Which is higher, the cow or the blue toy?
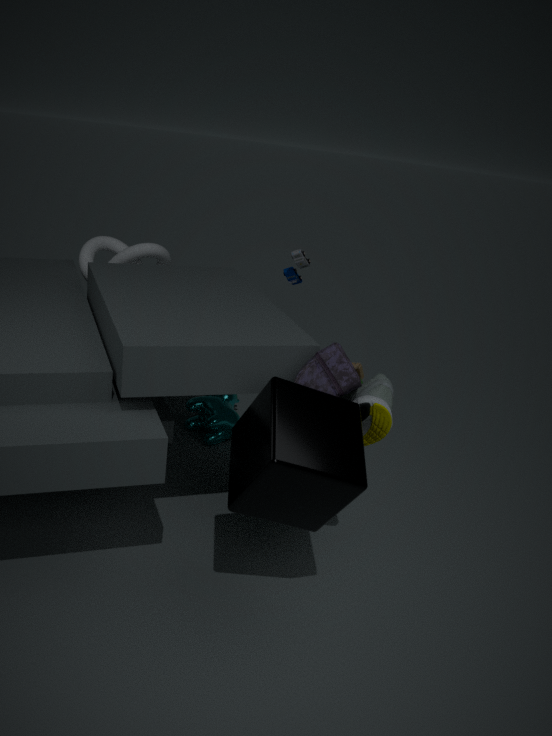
the blue toy
